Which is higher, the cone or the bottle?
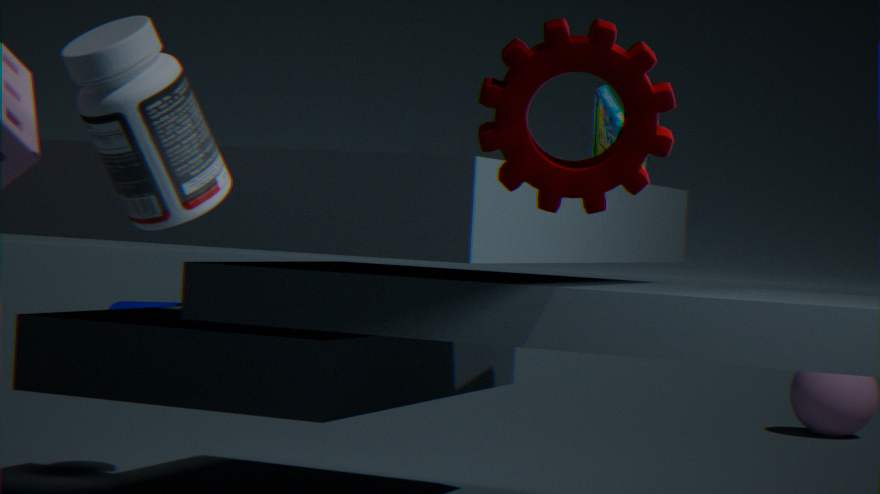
the bottle
